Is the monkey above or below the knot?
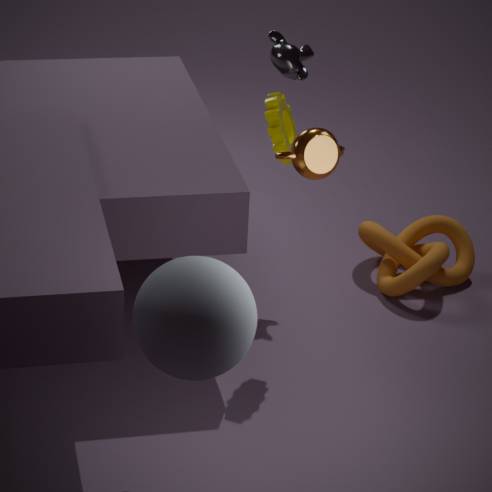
above
